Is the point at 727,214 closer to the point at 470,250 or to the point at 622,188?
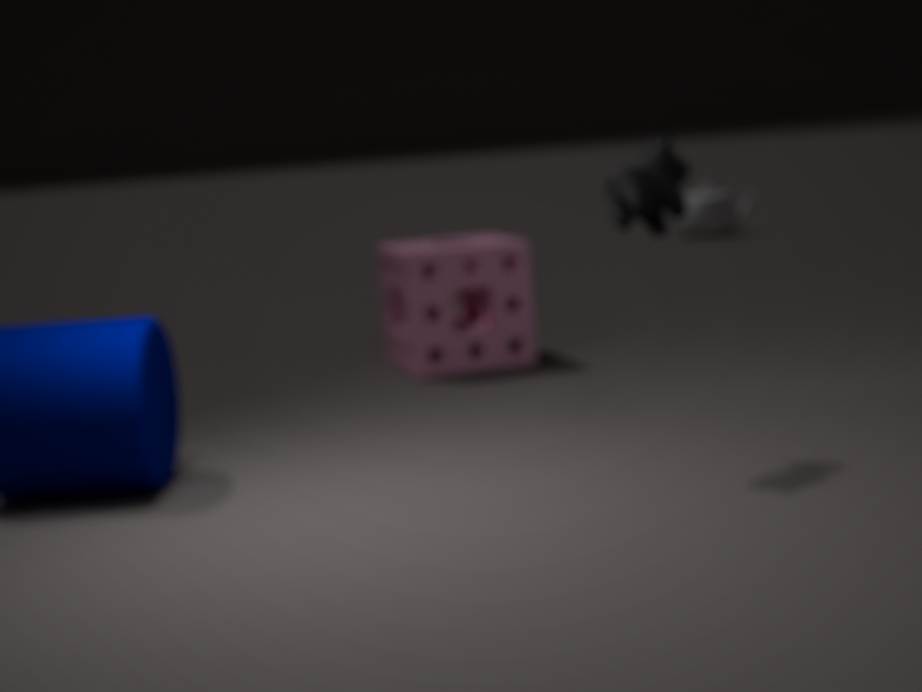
the point at 470,250
